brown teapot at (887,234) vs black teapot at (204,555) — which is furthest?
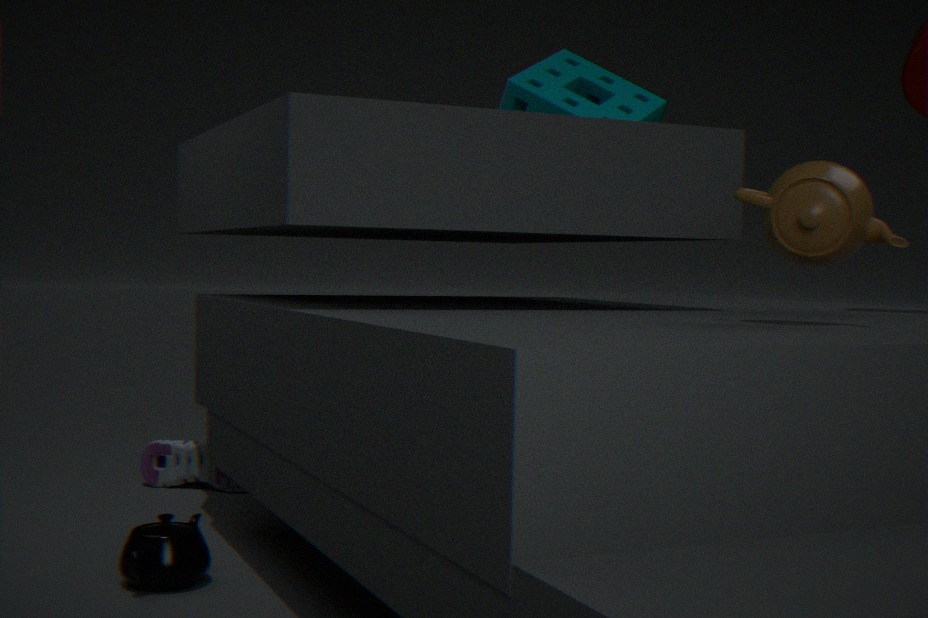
black teapot at (204,555)
